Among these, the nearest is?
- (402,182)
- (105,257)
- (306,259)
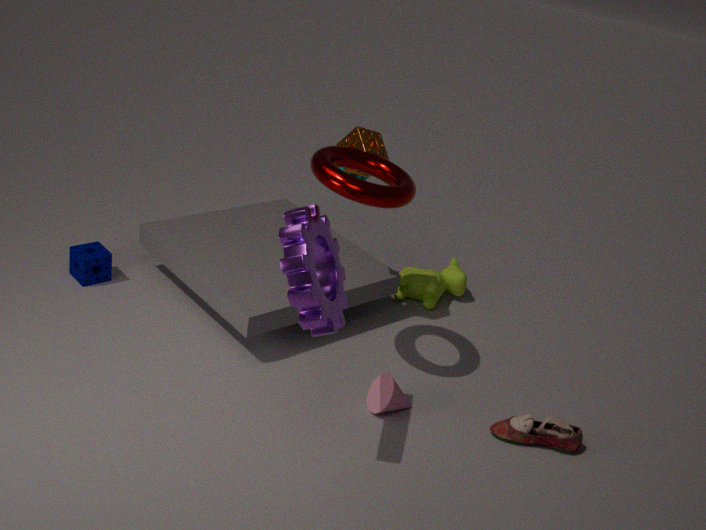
(306,259)
